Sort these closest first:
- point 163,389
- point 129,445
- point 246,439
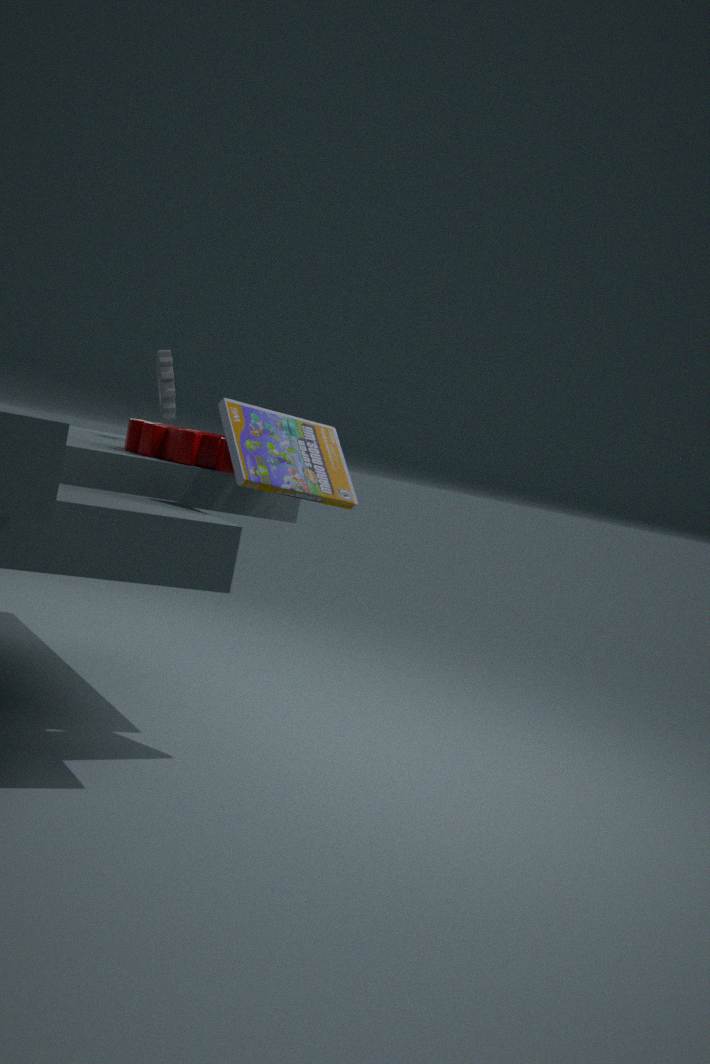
point 246,439 < point 129,445 < point 163,389
